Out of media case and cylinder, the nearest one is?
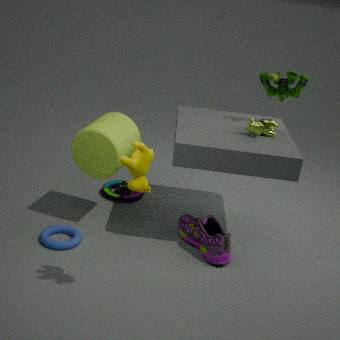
cylinder
